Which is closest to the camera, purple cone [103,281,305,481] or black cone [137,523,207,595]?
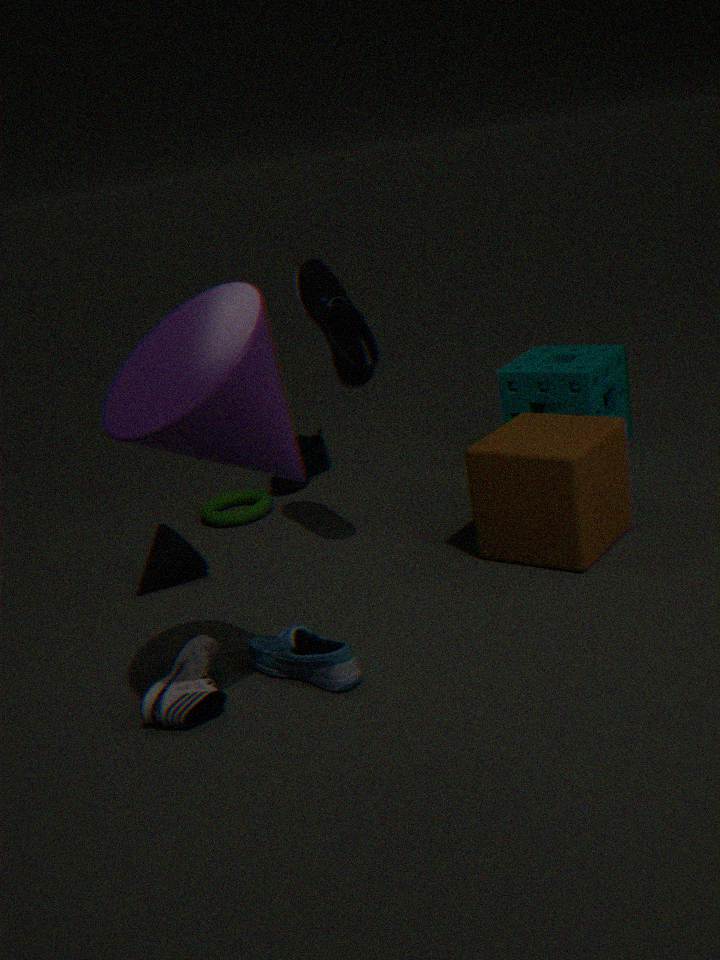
purple cone [103,281,305,481]
